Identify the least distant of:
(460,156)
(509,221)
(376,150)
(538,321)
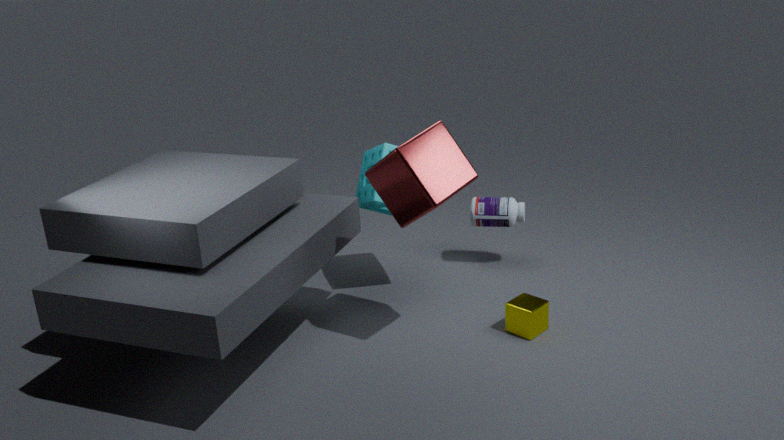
(460,156)
